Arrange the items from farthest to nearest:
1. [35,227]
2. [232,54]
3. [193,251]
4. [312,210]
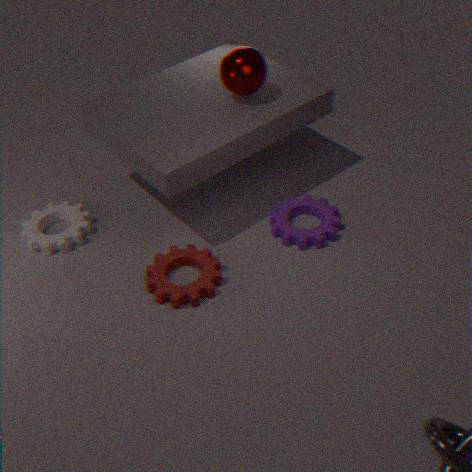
[35,227] < [312,210] < [193,251] < [232,54]
